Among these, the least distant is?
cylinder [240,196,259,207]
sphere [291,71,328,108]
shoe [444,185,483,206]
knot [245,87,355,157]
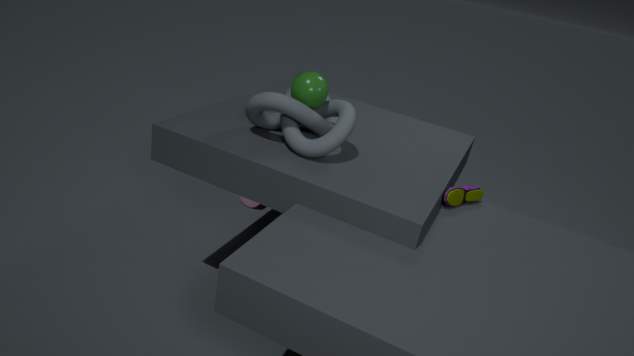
knot [245,87,355,157]
